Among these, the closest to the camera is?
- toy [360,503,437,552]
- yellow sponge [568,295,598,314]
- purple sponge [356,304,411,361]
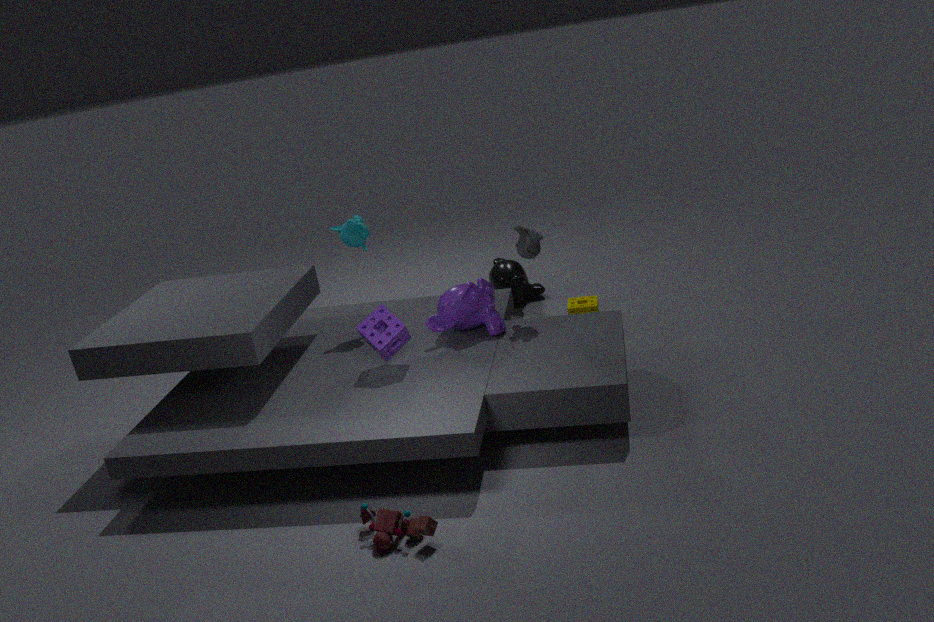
toy [360,503,437,552]
